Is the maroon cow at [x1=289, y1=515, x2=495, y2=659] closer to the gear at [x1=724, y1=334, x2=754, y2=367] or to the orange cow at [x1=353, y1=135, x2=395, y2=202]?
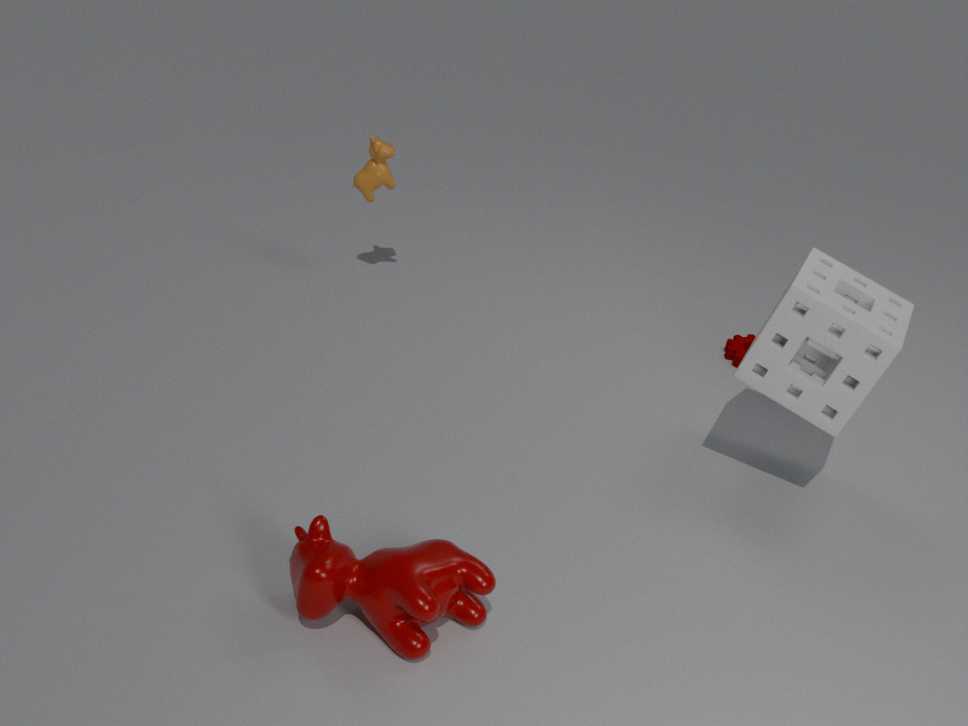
the gear at [x1=724, y1=334, x2=754, y2=367]
